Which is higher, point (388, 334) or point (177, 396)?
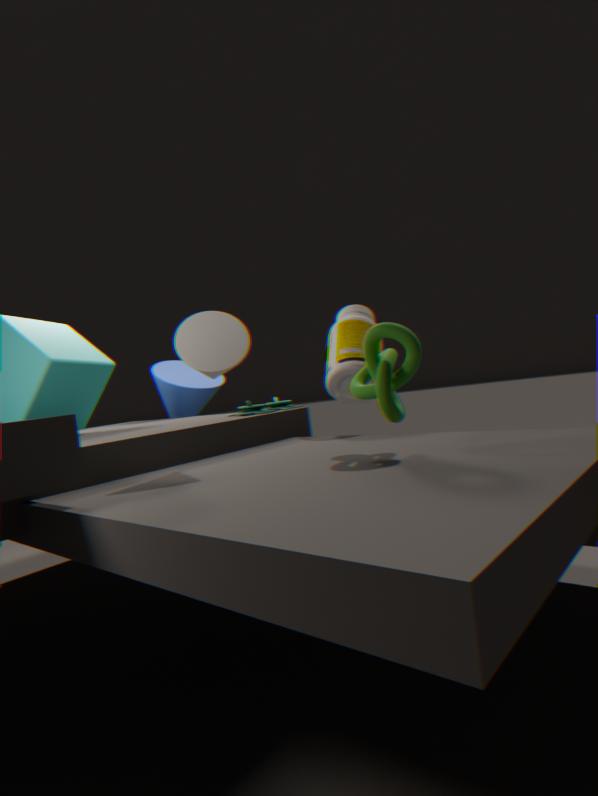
point (177, 396)
